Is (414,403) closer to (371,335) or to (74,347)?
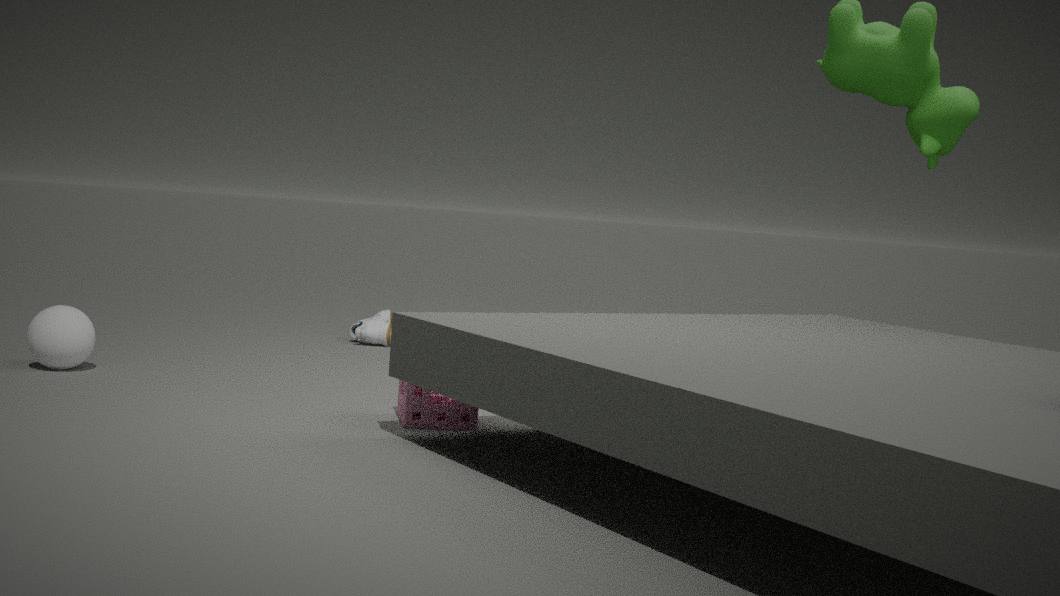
(74,347)
